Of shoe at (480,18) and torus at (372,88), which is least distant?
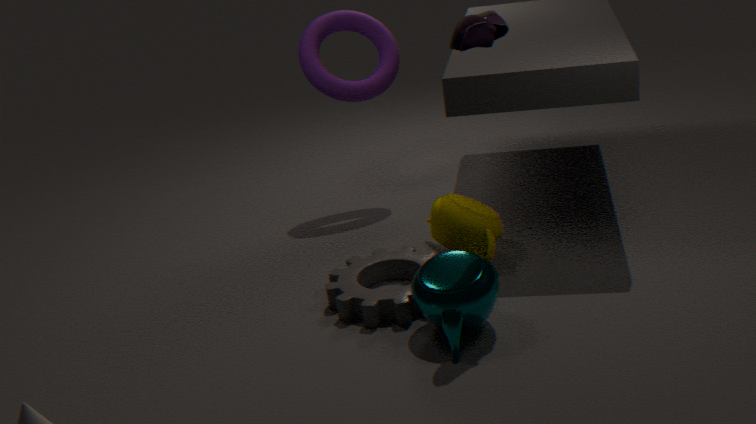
shoe at (480,18)
